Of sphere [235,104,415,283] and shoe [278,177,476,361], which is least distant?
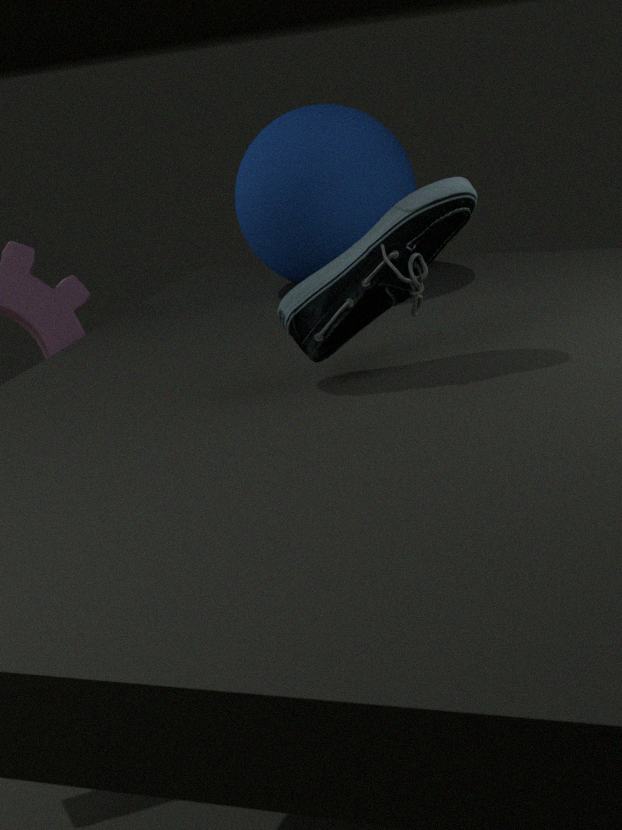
shoe [278,177,476,361]
